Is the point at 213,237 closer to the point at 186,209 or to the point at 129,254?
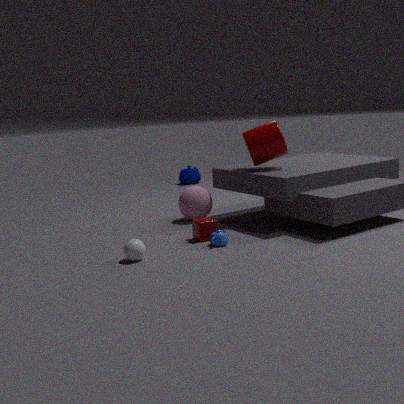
the point at 129,254
